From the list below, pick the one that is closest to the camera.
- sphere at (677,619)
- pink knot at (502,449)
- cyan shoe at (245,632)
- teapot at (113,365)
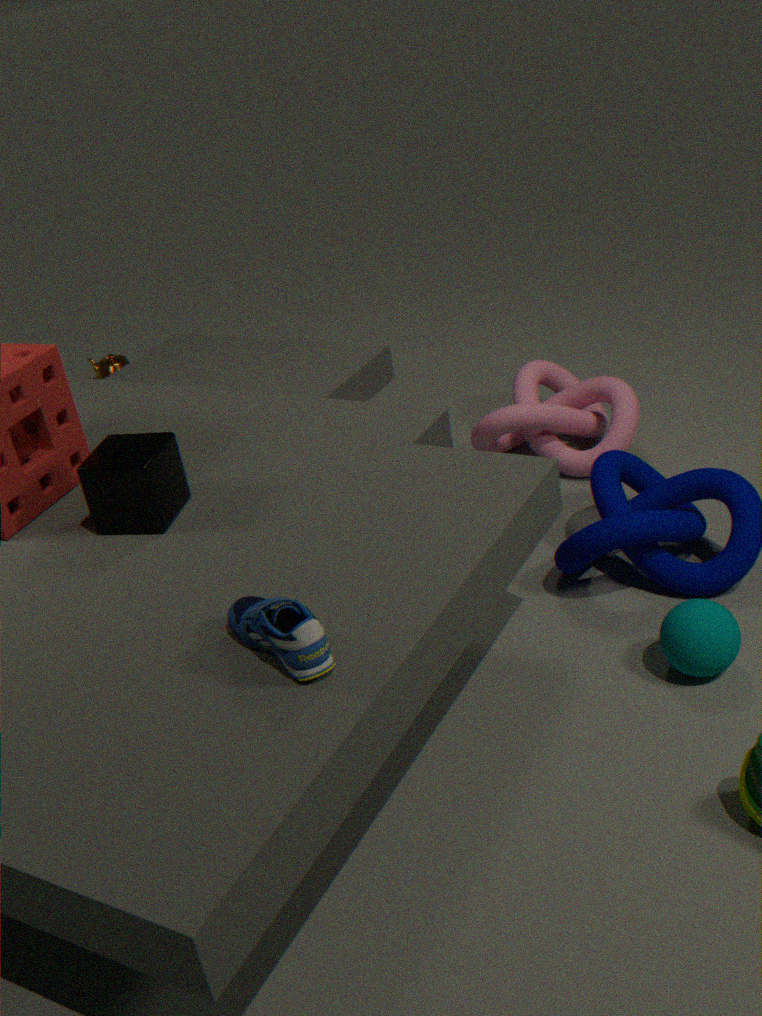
cyan shoe at (245,632)
